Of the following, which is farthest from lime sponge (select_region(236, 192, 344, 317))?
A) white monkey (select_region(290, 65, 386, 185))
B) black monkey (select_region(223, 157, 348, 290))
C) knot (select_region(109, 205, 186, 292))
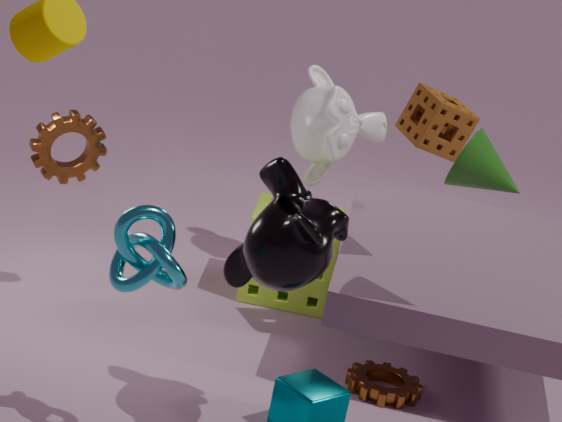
knot (select_region(109, 205, 186, 292))
